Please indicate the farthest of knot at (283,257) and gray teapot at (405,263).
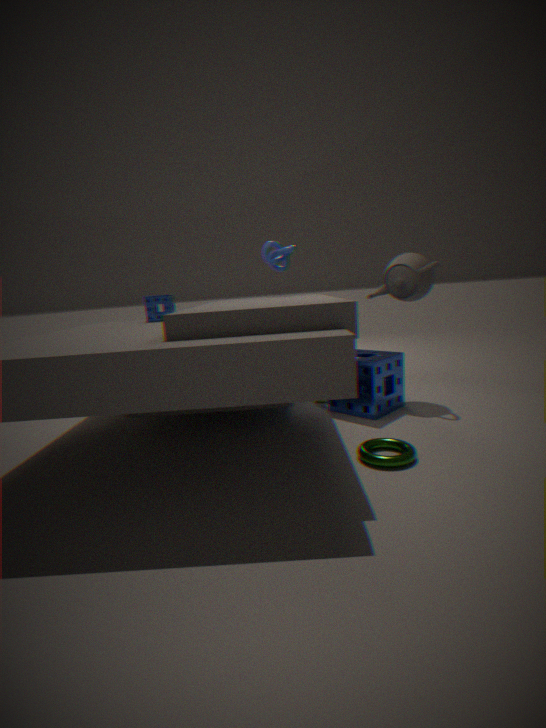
knot at (283,257)
